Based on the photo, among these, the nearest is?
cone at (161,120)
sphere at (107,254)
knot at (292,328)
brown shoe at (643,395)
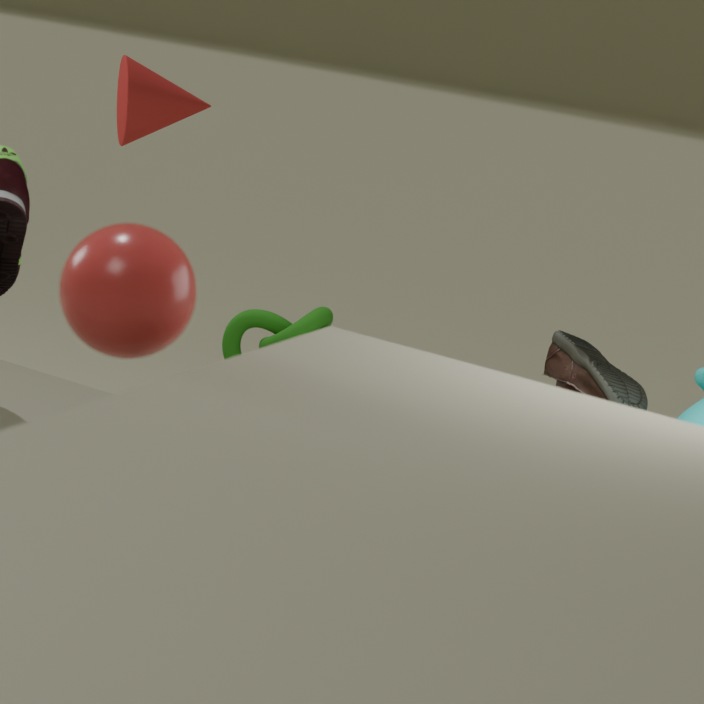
sphere at (107,254)
